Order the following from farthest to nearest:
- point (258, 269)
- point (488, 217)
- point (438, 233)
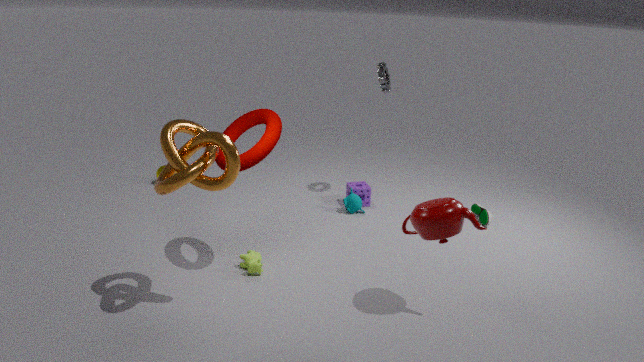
point (488, 217) < point (258, 269) < point (438, 233)
